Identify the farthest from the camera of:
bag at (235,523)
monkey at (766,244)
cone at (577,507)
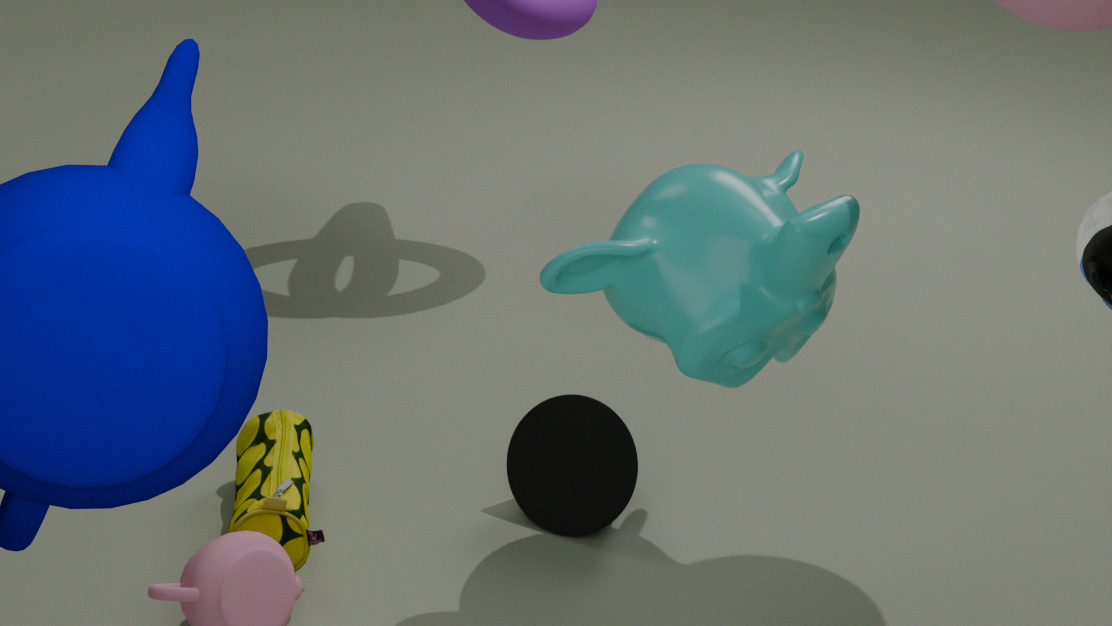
cone at (577,507)
